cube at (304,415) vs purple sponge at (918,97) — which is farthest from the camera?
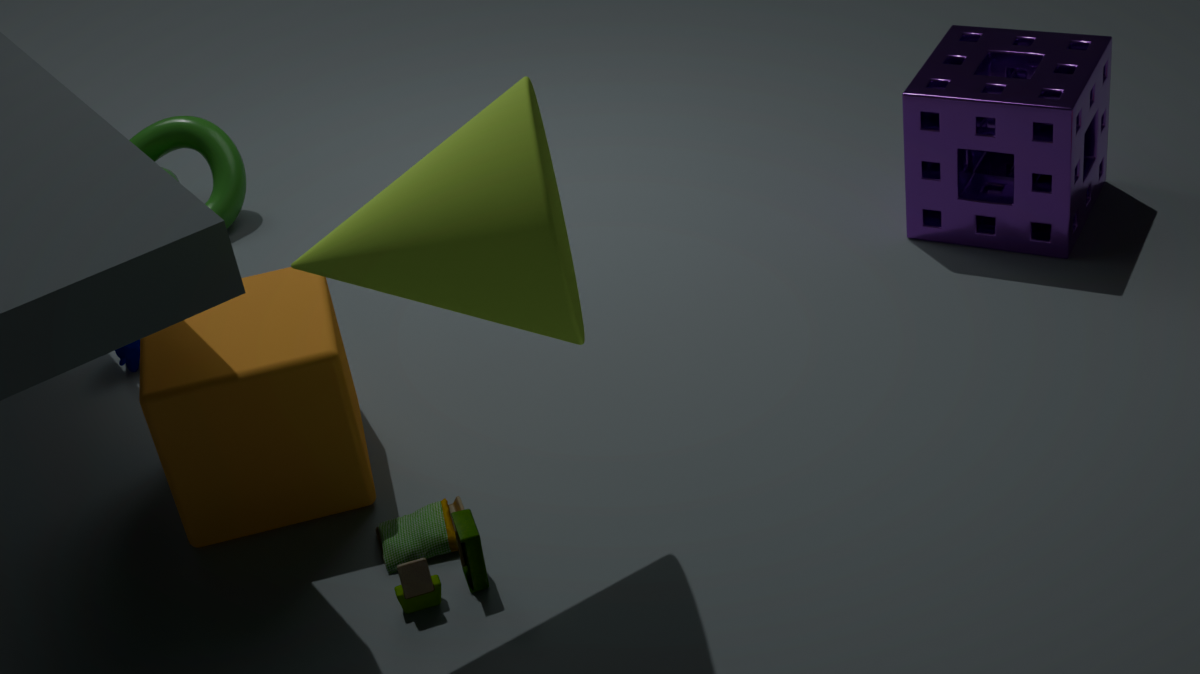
purple sponge at (918,97)
